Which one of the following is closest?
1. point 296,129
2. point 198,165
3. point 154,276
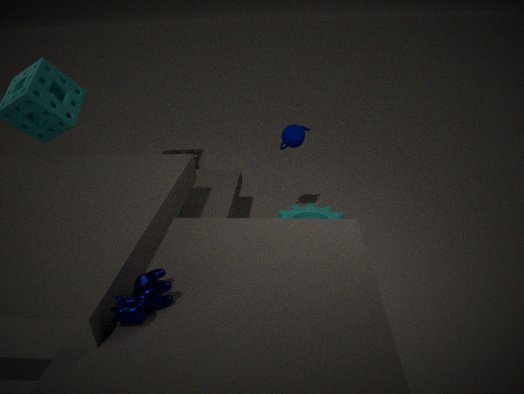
point 154,276
